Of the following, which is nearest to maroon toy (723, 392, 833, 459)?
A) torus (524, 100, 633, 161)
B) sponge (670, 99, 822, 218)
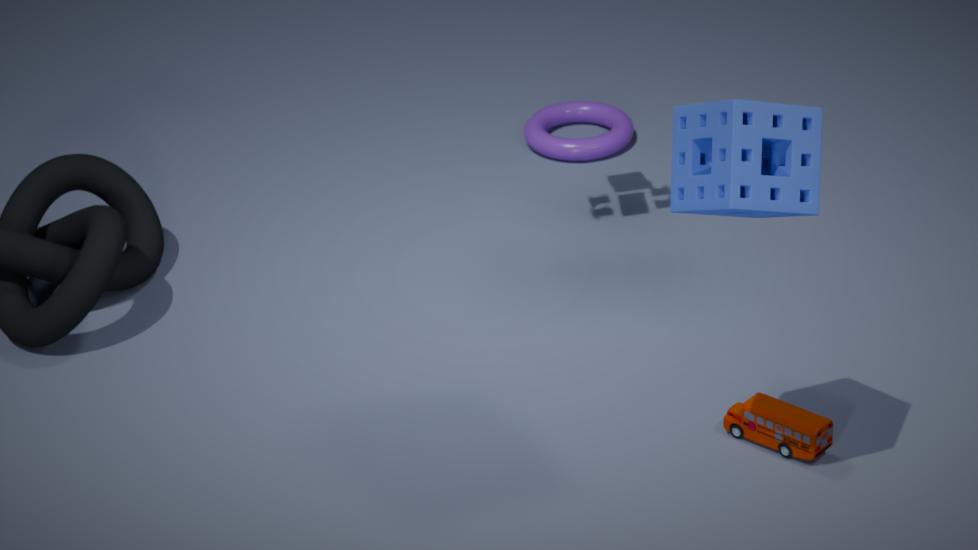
sponge (670, 99, 822, 218)
